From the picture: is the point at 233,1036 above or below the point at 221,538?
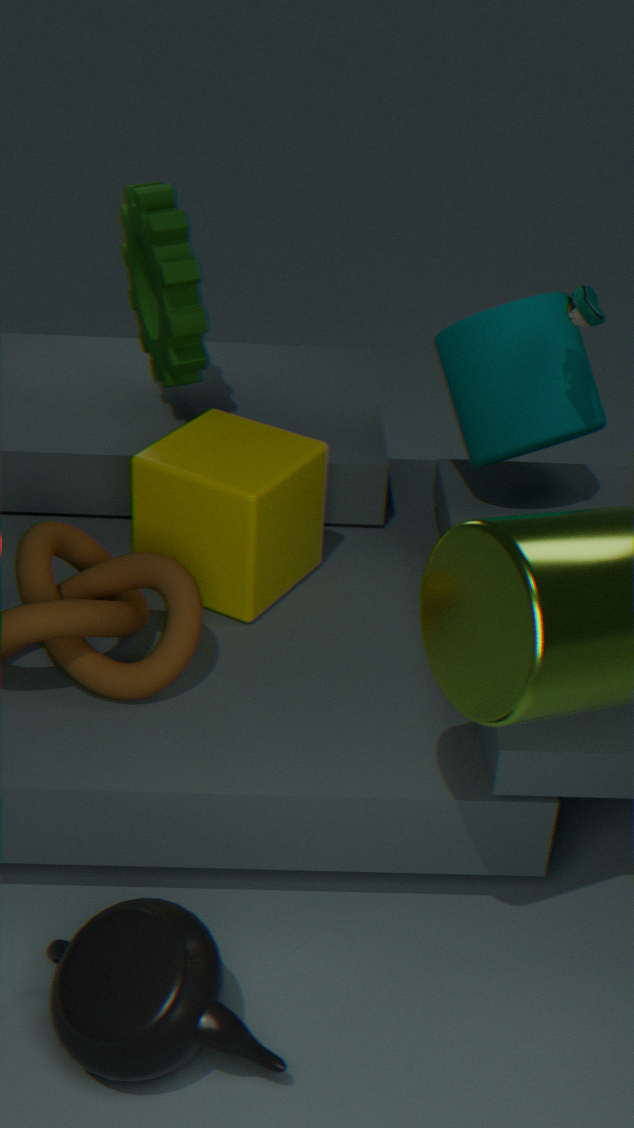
below
